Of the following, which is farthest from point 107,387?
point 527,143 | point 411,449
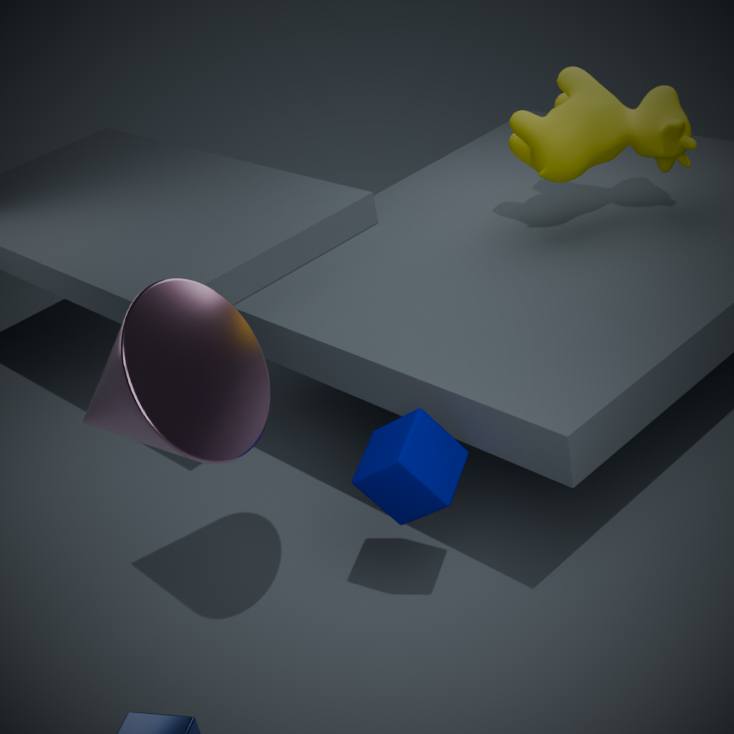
point 527,143
